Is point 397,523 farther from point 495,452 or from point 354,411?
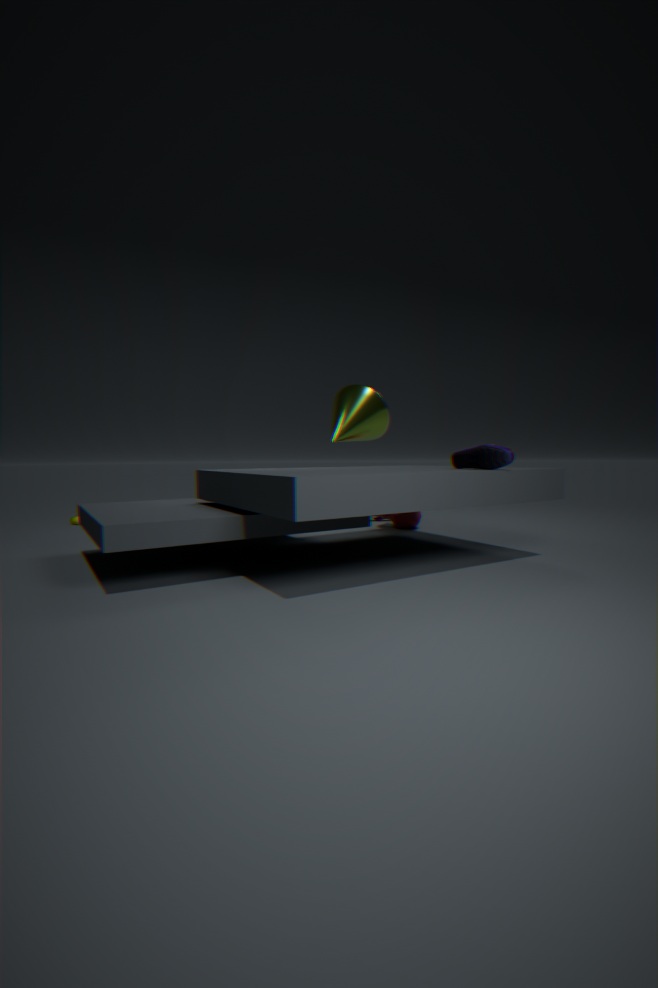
point 495,452
